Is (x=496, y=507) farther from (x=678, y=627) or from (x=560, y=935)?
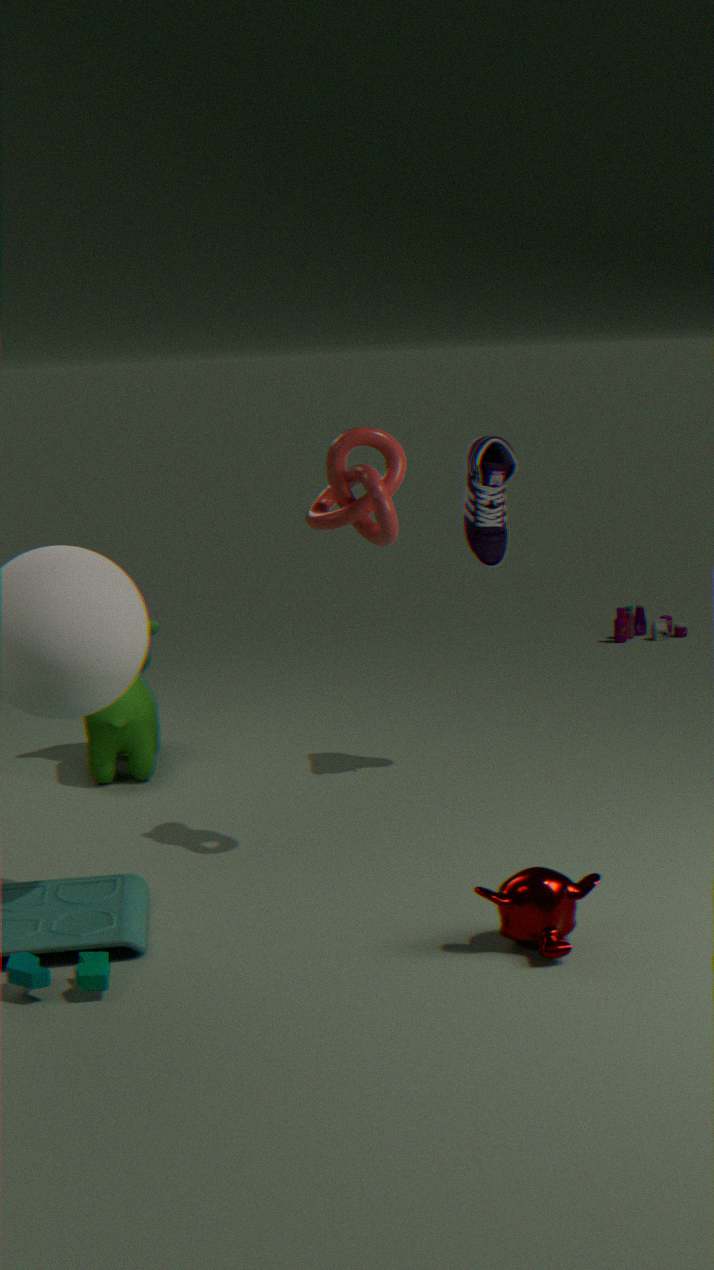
(x=678, y=627)
